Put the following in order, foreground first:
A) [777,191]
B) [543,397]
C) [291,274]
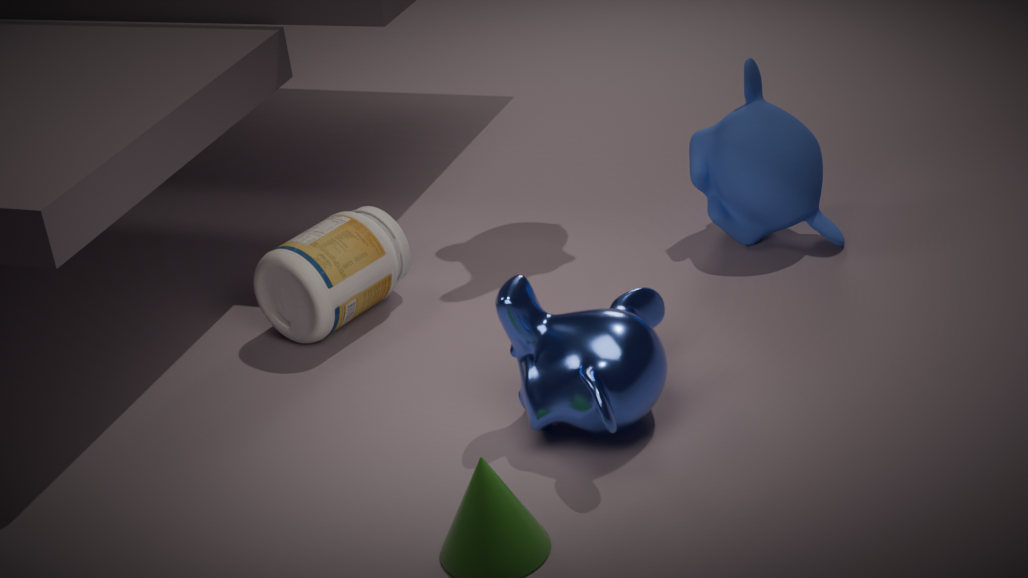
[543,397] < [291,274] < [777,191]
